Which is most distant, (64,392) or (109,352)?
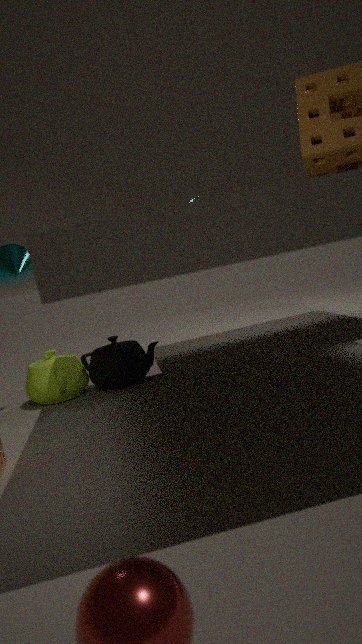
(109,352)
